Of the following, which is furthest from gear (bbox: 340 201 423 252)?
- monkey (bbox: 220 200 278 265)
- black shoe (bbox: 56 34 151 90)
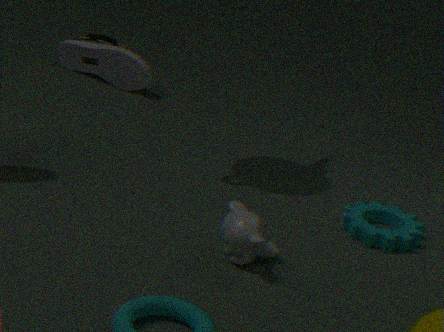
black shoe (bbox: 56 34 151 90)
